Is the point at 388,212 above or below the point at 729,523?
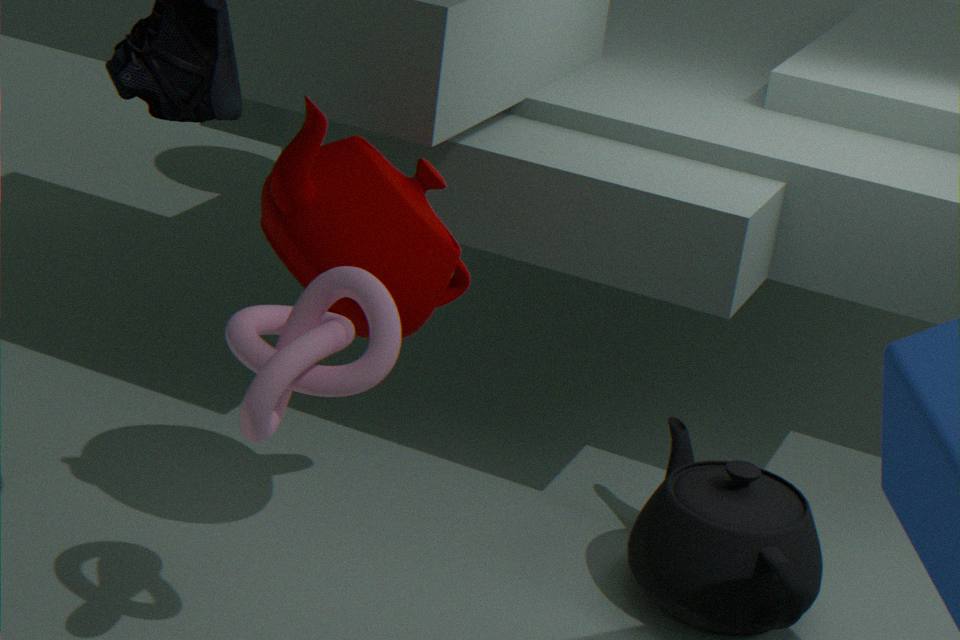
above
